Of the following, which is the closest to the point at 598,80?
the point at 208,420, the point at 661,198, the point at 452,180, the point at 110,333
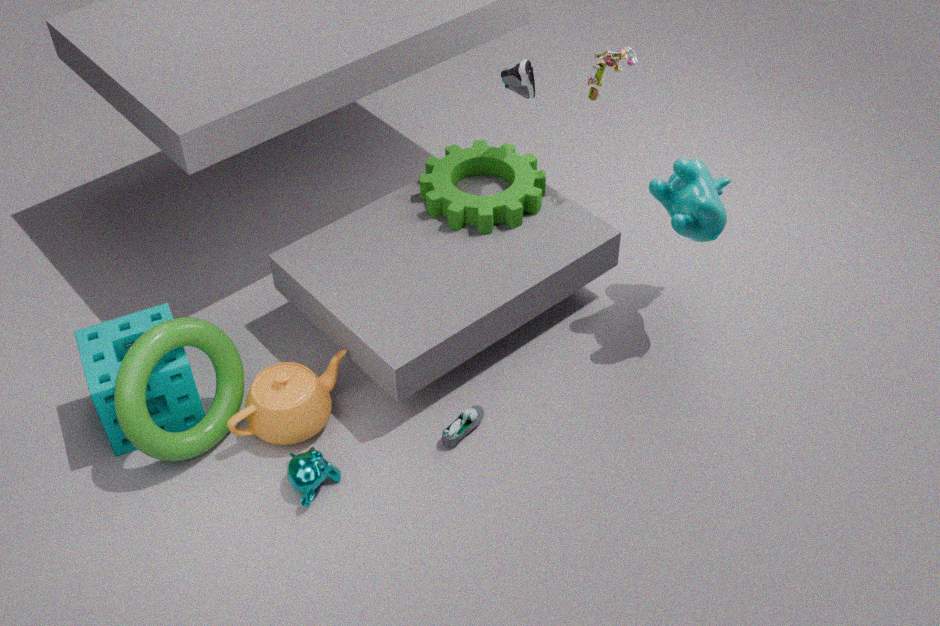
the point at 661,198
